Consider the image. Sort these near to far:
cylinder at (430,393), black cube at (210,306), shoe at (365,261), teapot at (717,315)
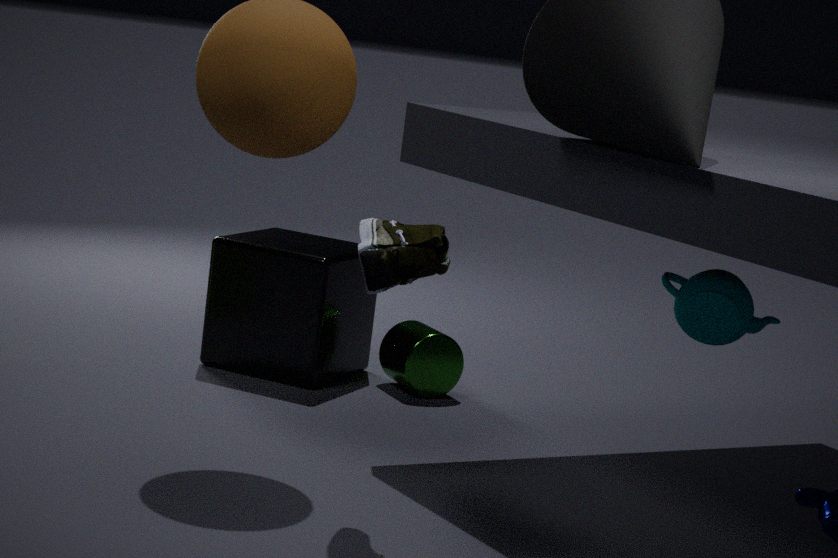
shoe at (365,261) → teapot at (717,315) → black cube at (210,306) → cylinder at (430,393)
